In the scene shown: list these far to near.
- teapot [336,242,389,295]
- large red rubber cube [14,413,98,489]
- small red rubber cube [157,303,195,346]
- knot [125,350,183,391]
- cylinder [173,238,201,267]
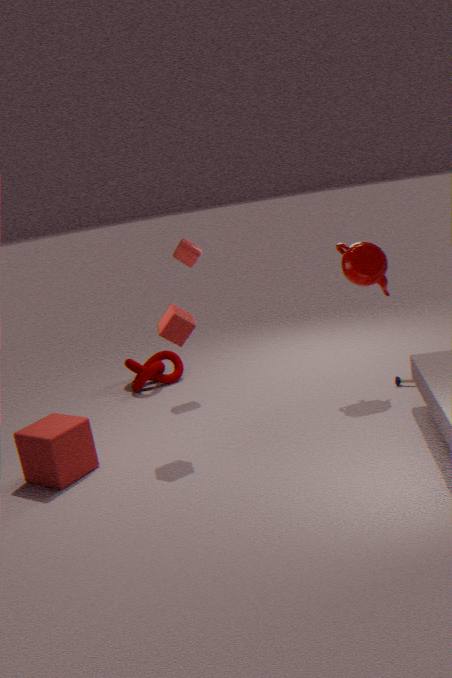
knot [125,350,183,391] → cylinder [173,238,201,267] → teapot [336,242,389,295] → small red rubber cube [157,303,195,346] → large red rubber cube [14,413,98,489]
